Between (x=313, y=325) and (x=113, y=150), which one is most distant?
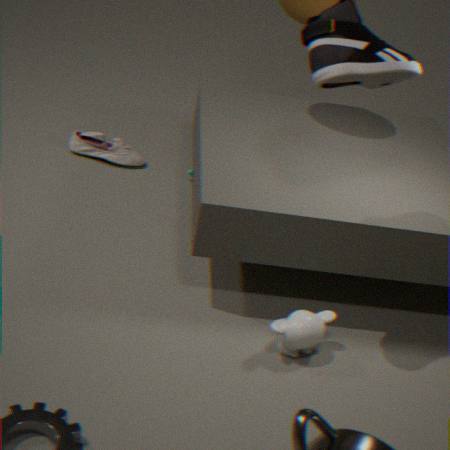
(x=113, y=150)
